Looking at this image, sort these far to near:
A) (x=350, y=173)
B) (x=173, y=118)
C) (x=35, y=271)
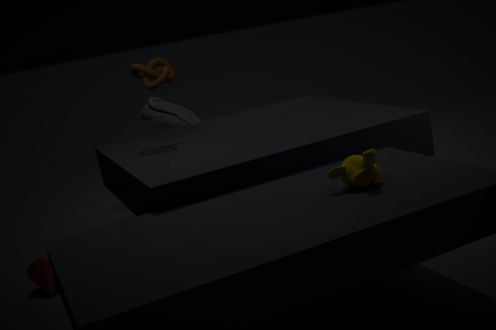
(x=173, y=118)
(x=35, y=271)
(x=350, y=173)
